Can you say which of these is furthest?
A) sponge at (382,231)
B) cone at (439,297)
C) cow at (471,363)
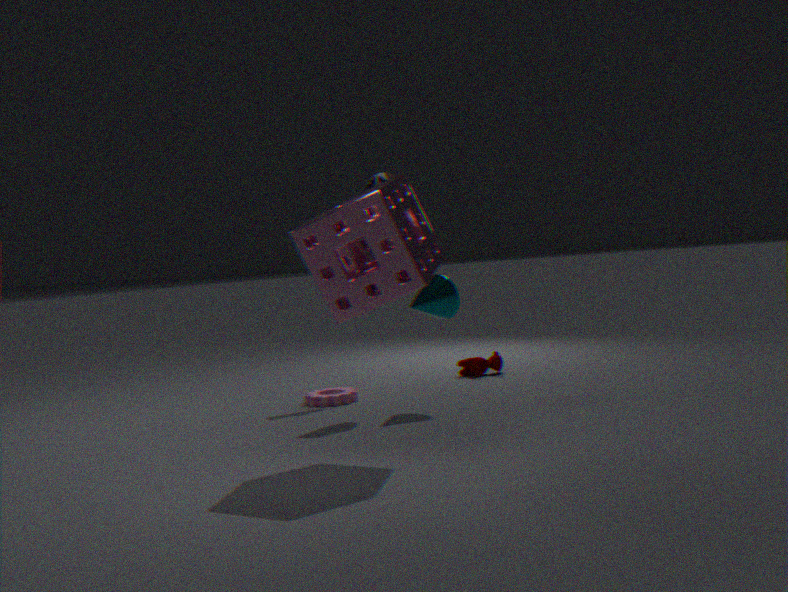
cow at (471,363)
